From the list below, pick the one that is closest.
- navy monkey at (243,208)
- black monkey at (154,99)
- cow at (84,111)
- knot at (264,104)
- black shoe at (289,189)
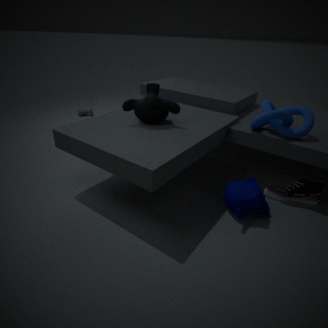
navy monkey at (243,208)
